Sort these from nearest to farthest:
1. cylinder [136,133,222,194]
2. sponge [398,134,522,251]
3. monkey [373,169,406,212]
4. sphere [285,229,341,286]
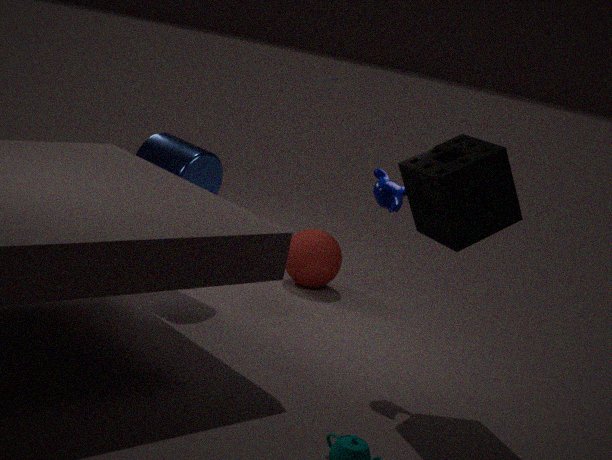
sponge [398,134,522,251] → monkey [373,169,406,212] → cylinder [136,133,222,194] → sphere [285,229,341,286]
